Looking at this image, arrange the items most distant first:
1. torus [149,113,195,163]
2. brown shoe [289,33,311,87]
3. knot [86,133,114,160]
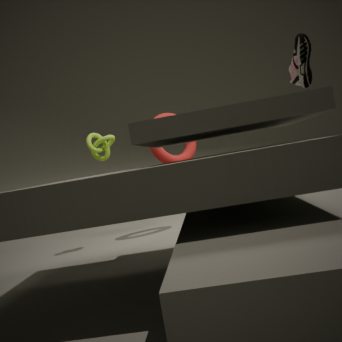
1. torus [149,113,195,163]
2. knot [86,133,114,160]
3. brown shoe [289,33,311,87]
